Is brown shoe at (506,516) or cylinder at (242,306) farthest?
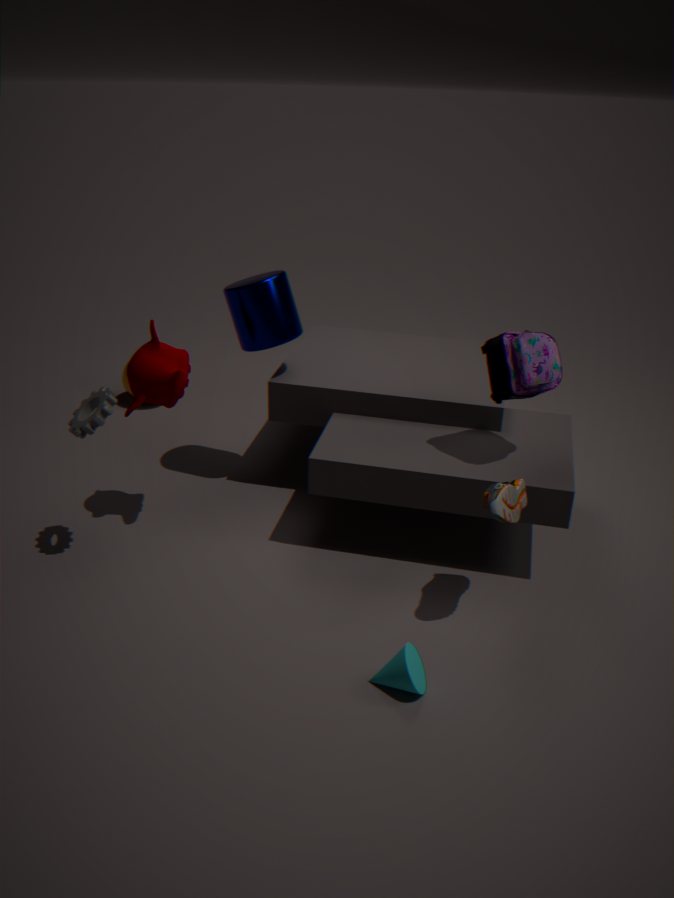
cylinder at (242,306)
